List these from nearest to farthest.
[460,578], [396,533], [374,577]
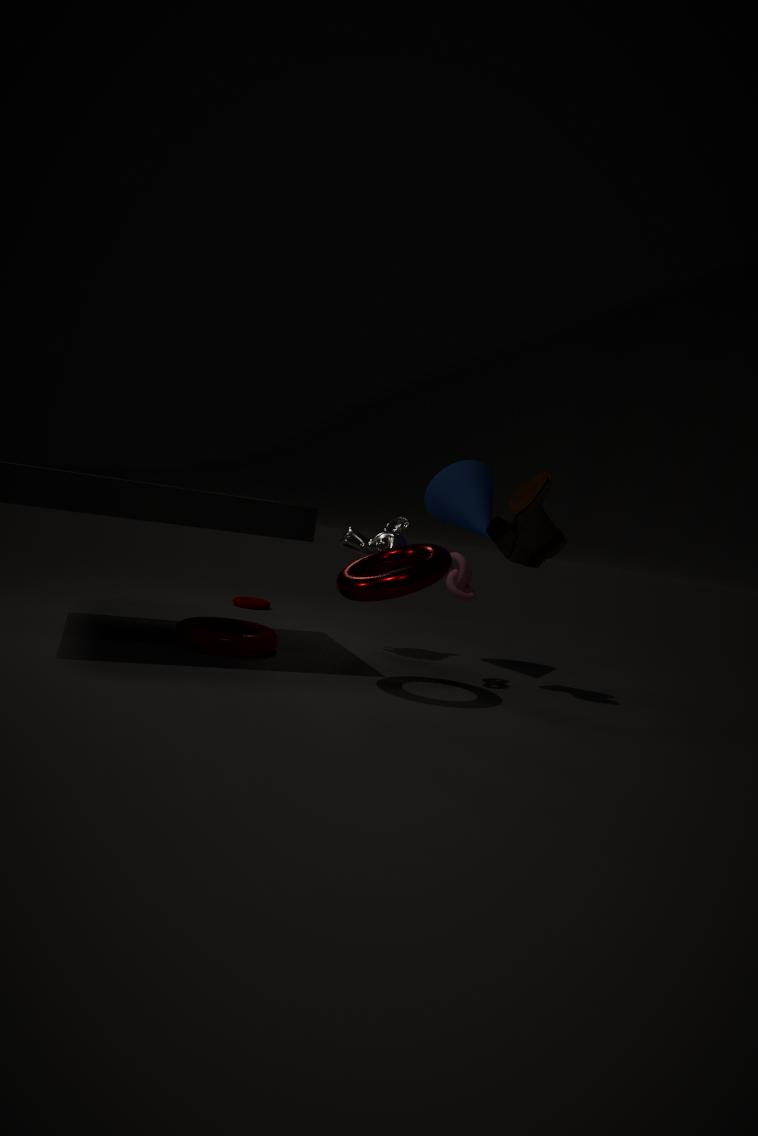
[374,577] → [460,578] → [396,533]
